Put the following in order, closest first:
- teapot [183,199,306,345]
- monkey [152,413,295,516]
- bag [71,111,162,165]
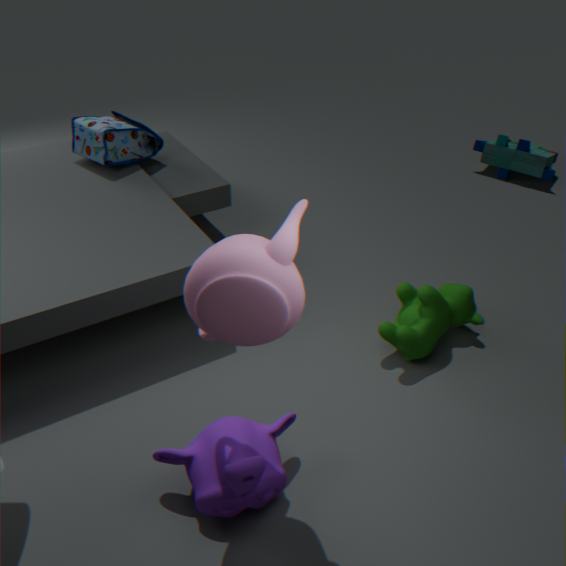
1. teapot [183,199,306,345]
2. monkey [152,413,295,516]
3. bag [71,111,162,165]
